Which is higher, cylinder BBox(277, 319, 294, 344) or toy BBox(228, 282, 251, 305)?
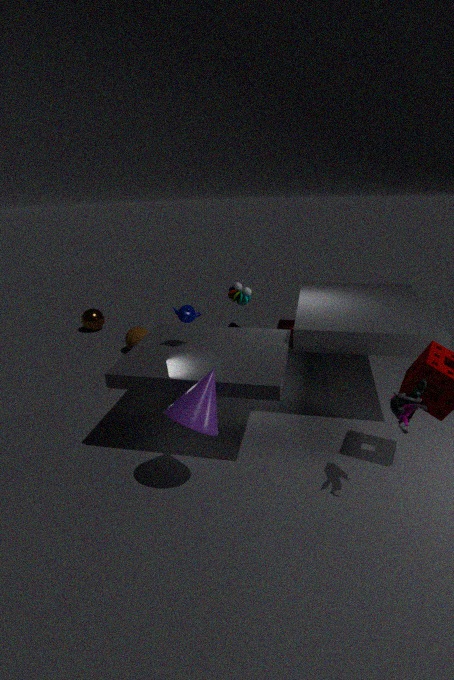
toy BBox(228, 282, 251, 305)
